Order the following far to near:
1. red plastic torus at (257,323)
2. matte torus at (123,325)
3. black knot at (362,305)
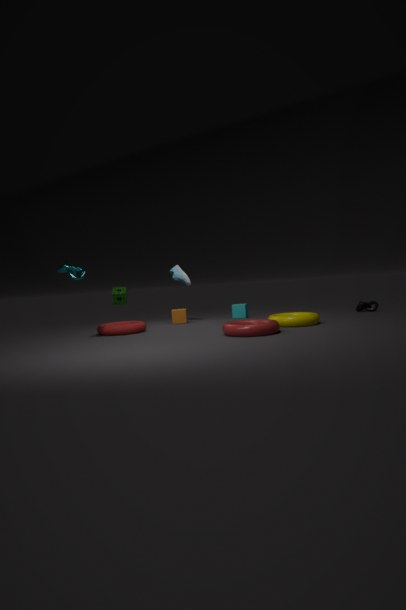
black knot at (362,305) < matte torus at (123,325) < red plastic torus at (257,323)
